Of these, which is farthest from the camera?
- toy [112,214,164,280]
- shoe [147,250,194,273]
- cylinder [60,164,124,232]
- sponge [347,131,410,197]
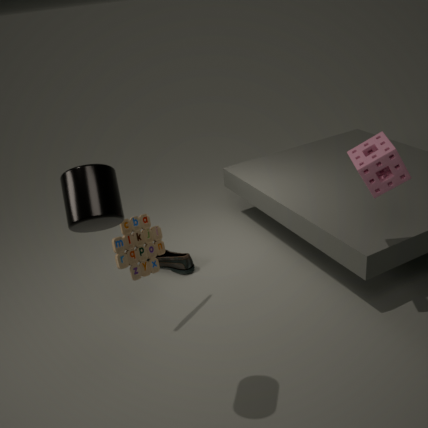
shoe [147,250,194,273]
